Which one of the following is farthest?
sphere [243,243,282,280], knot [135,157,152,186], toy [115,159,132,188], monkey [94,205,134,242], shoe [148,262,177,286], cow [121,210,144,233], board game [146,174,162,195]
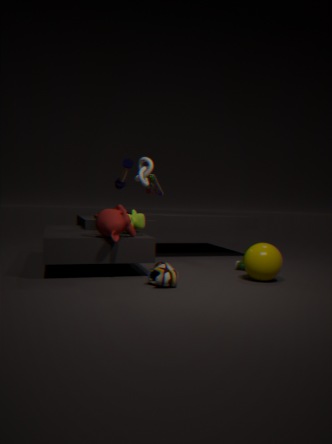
board game [146,174,162,195]
